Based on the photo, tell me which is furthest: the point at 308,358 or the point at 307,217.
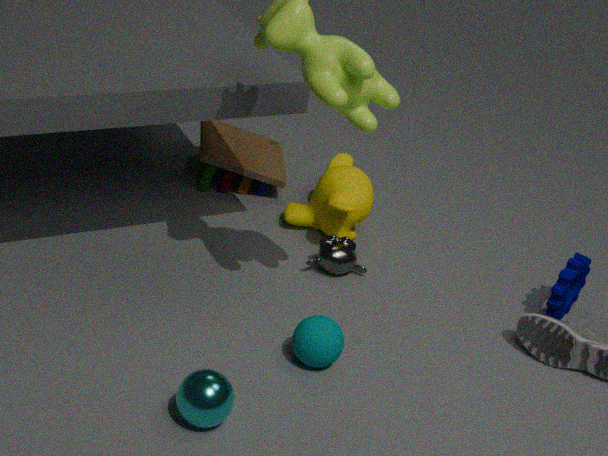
the point at 307,217
